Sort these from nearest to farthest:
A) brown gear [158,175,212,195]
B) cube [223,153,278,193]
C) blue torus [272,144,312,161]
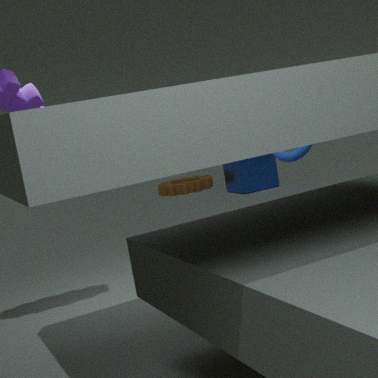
blue torus [272,144,312,161] → cube [223,153,278,193] → brown gear [158,175,212,195]
